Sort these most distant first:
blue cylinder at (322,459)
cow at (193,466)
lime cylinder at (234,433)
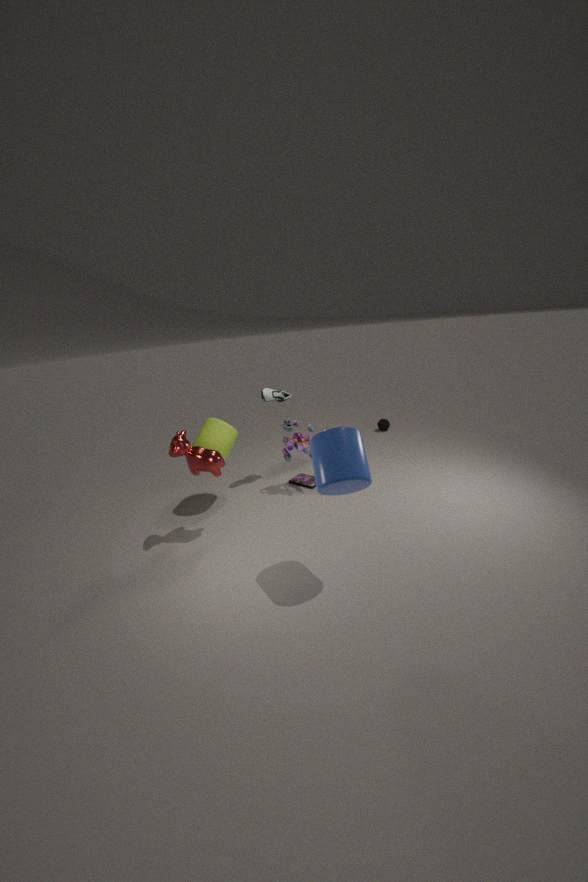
lime cylinder at (234,433) < cow at (193,466) < blue cylinder at (322,459)
